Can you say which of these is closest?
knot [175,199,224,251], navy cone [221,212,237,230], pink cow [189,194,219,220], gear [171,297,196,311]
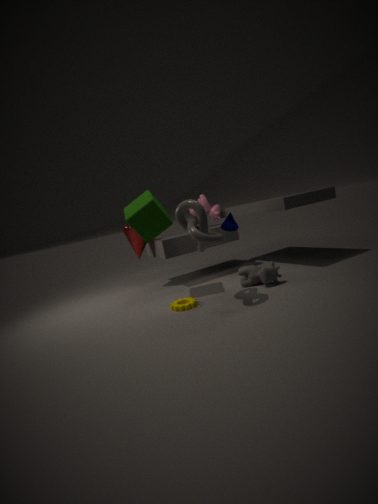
knot [175,199,224,251]
